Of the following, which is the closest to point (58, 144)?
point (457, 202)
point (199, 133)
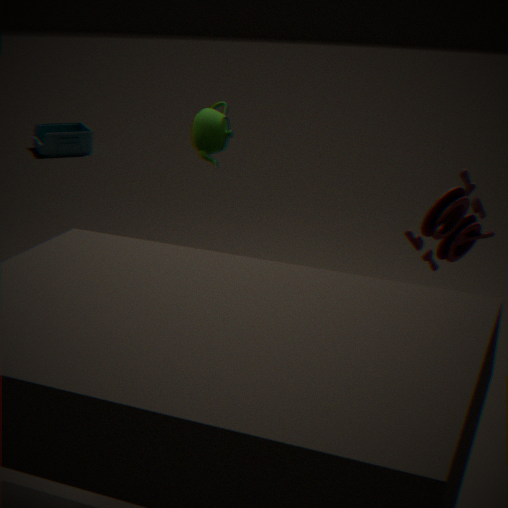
point (199, 133)
